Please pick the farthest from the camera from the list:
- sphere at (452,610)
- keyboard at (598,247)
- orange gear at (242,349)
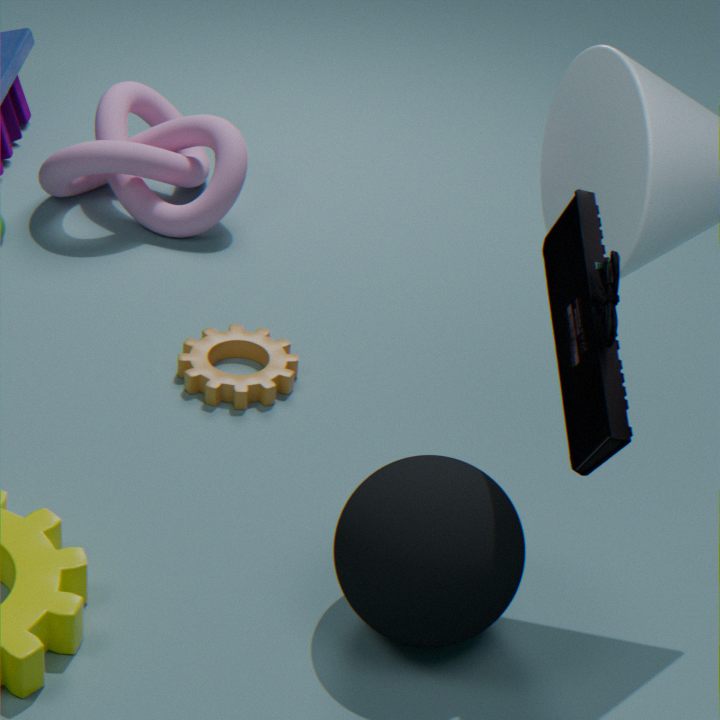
orange gear at (242,349)
